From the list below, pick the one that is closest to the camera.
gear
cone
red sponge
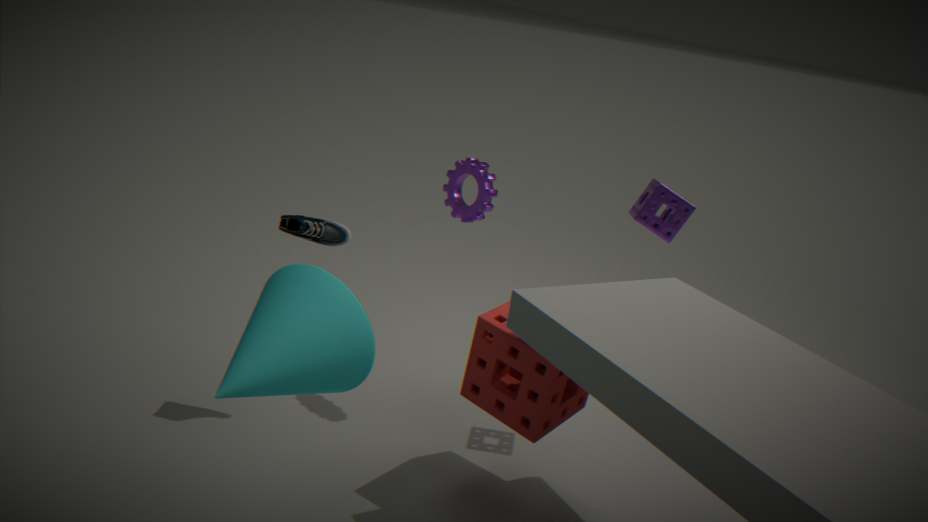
cone
